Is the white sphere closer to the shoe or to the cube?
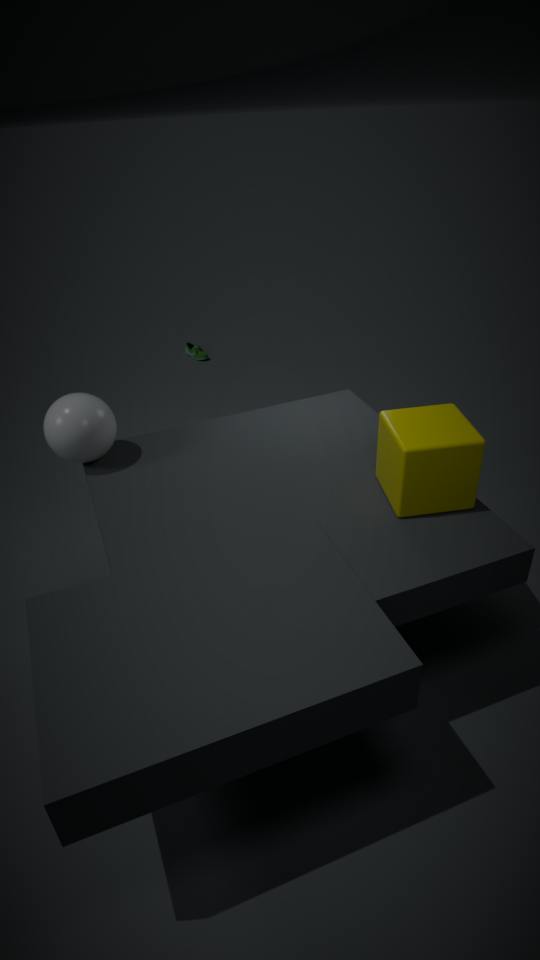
the cube
